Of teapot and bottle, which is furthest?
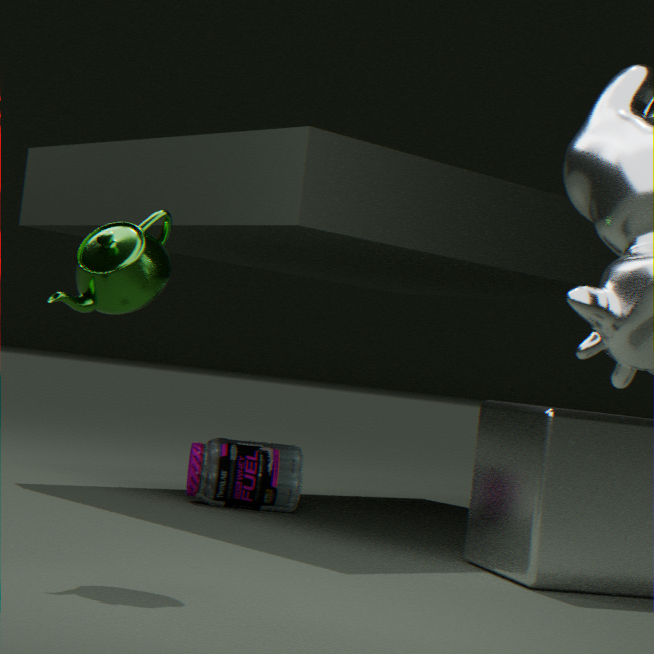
bottle
